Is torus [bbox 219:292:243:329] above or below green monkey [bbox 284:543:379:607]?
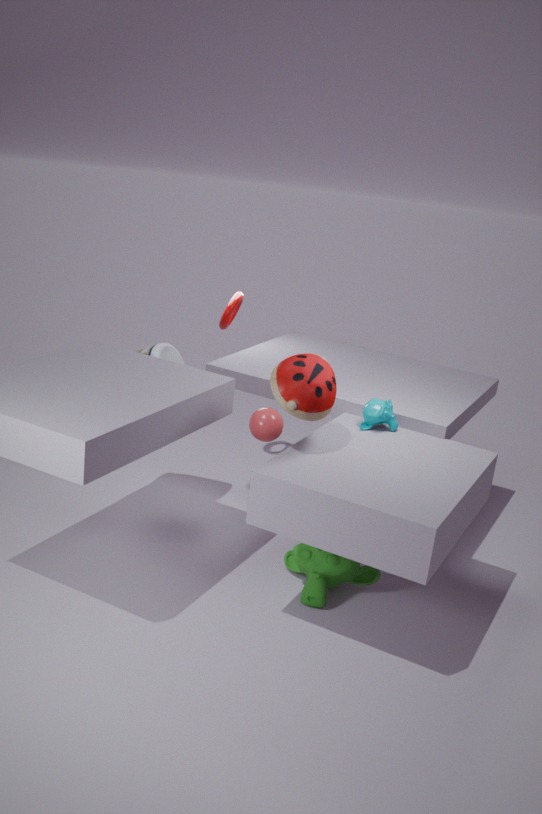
above
